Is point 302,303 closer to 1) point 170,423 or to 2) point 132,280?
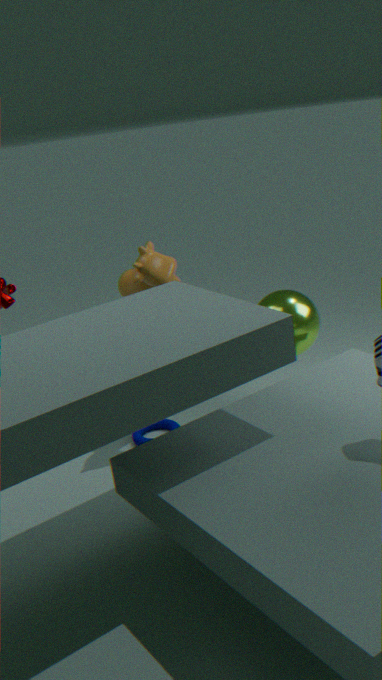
2) point 132,280
